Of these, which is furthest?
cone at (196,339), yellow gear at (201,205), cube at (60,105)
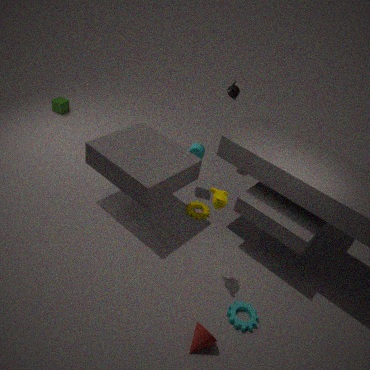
cube at (60,105)
